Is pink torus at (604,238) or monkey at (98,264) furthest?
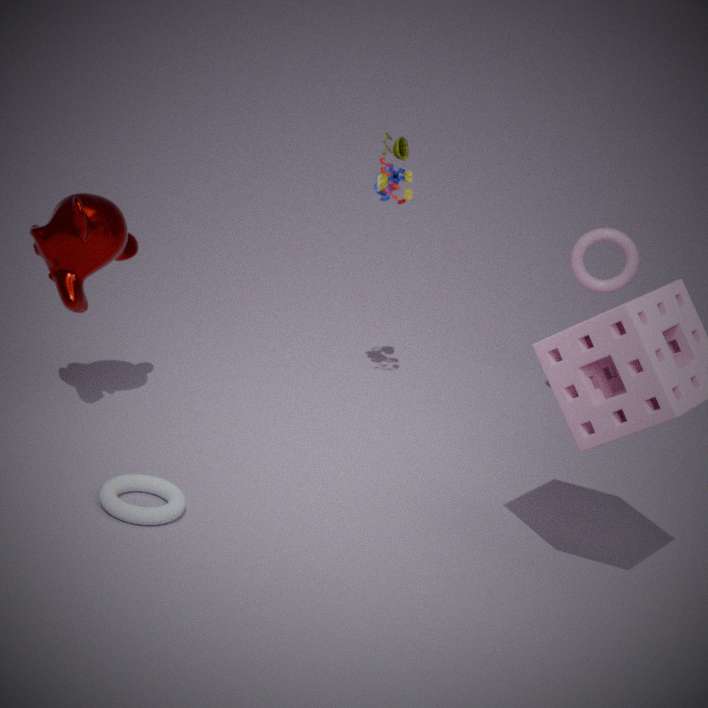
pink torus at (604,238)
